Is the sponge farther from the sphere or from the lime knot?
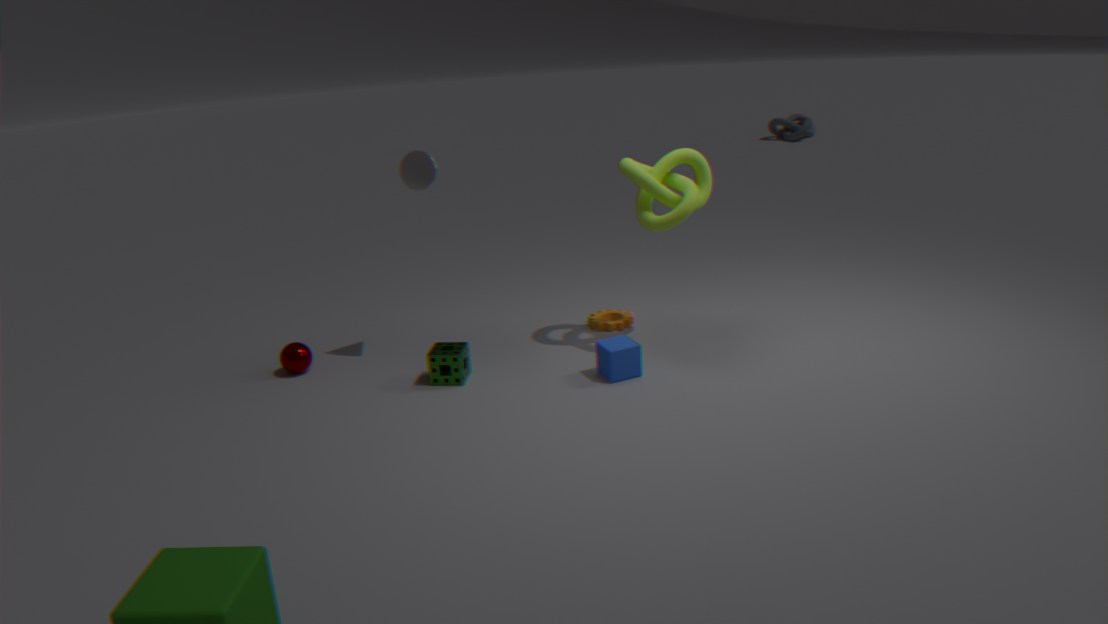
the lime knot
